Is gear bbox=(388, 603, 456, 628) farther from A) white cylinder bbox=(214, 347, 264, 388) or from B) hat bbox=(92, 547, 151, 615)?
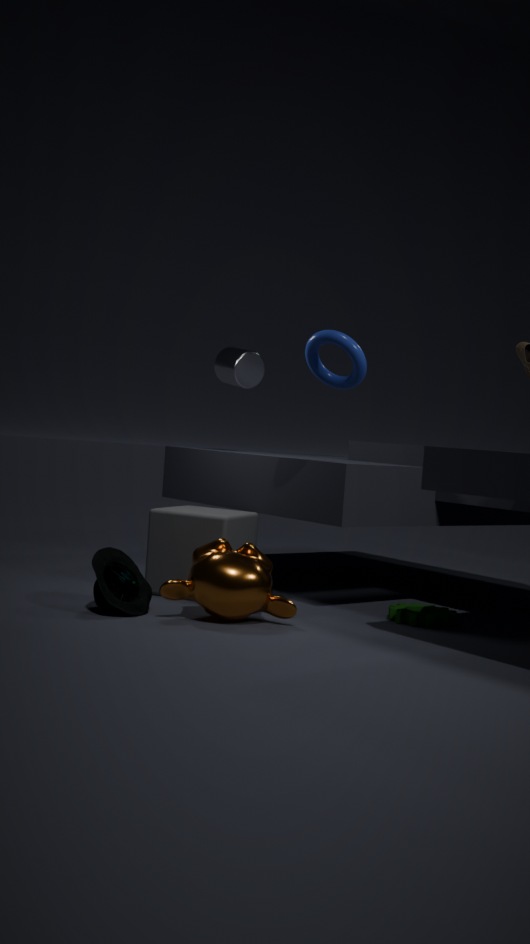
A) white cylinder bbox=(214, 347, 264, 388)
